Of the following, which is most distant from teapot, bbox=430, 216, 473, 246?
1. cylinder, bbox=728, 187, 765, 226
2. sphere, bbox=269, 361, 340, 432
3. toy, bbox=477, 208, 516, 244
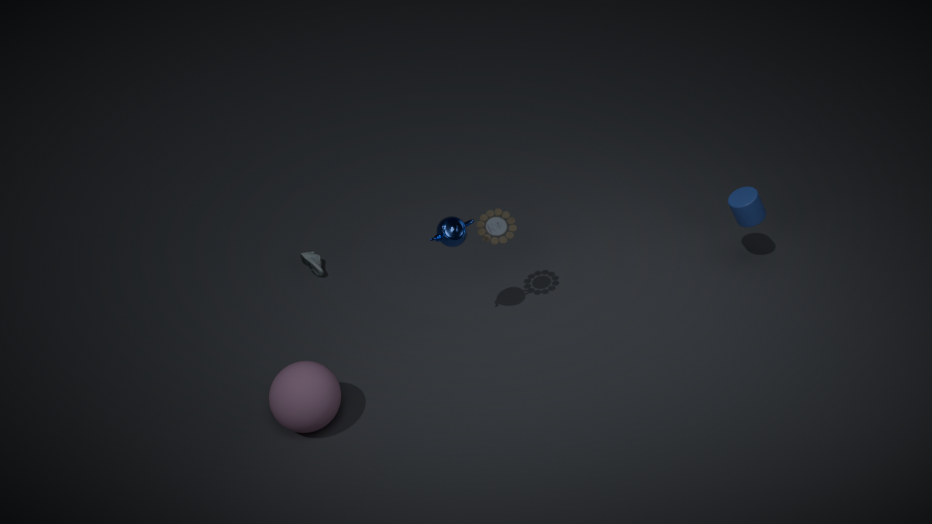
cylinder, bbox=728, 187, 765, 226
